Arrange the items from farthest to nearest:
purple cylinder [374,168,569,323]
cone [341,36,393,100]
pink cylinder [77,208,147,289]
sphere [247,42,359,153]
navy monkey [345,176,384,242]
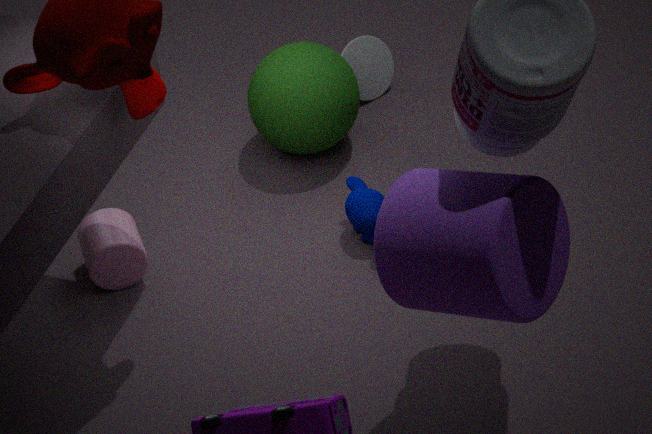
cone [341,36,393,100], sphere [247,42,359,153], navy monkey [345,176,384,242], pink cylinder [77,208,147,289], purple cylinder [374,168,569,323]
